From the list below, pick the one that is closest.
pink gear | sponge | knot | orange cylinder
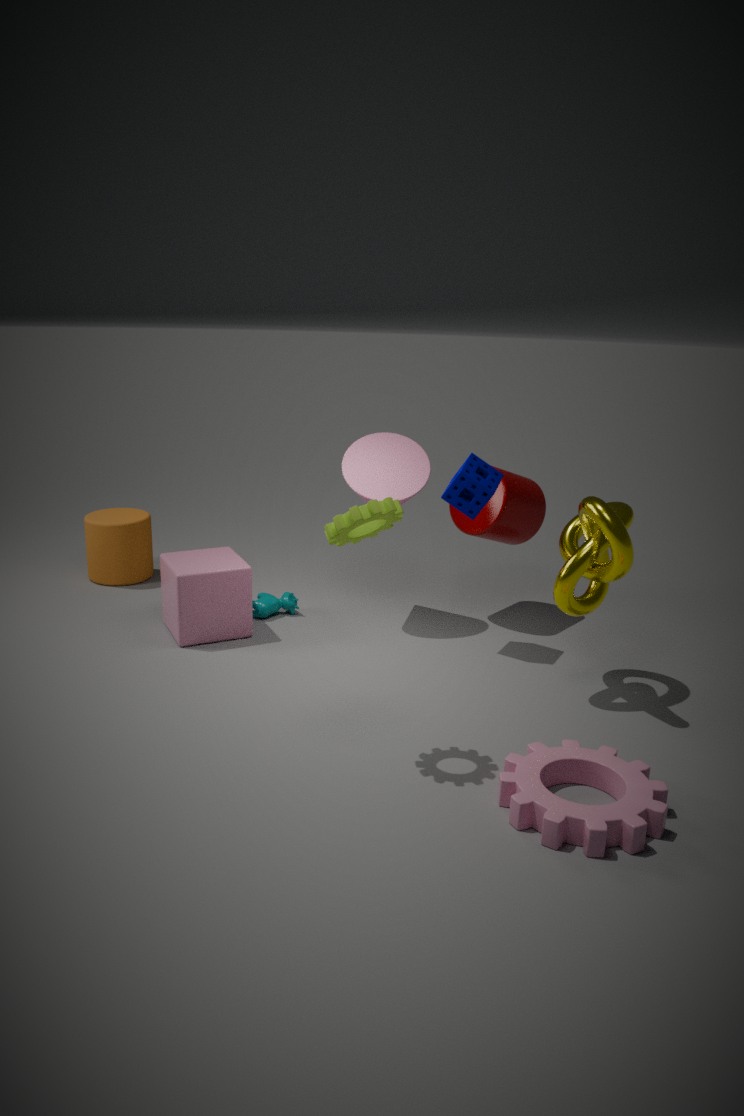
pink gear
